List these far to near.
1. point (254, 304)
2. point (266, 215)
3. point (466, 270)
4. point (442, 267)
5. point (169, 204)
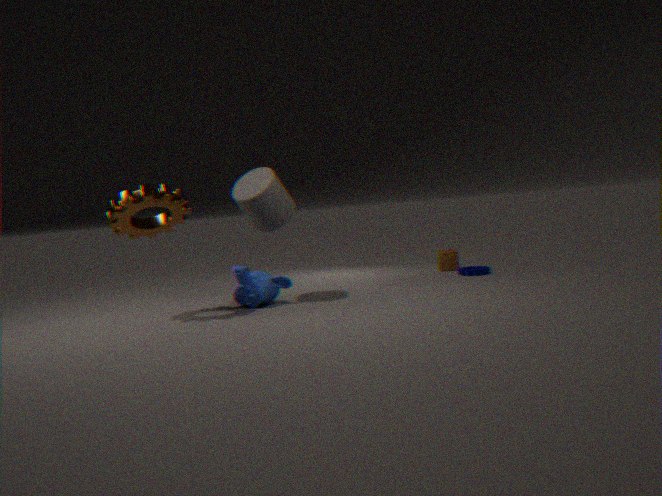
1. point (442, 267)
2. point (466, 270)
3. point (266, 215)
4. point (254, 304)
5. point (169, 204)
